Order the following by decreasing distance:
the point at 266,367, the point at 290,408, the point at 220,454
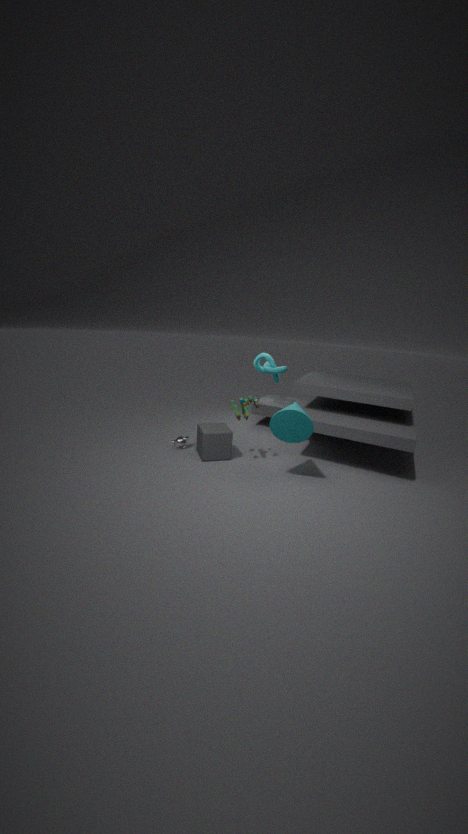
the point at 266,367
the point at 220,454
the point at 290,408
